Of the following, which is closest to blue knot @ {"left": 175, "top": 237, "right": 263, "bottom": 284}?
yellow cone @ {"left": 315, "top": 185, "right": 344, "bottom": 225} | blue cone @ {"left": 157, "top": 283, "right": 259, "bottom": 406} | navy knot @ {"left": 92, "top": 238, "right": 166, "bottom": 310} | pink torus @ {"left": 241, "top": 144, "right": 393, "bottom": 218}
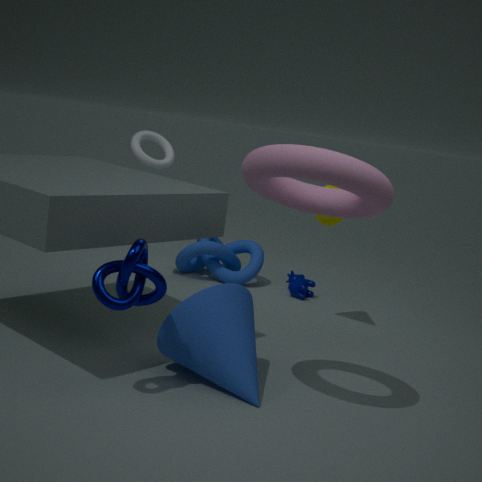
yellow cone @ {"left": 315, "top": 185, "right": 344, "bottom": 225}
